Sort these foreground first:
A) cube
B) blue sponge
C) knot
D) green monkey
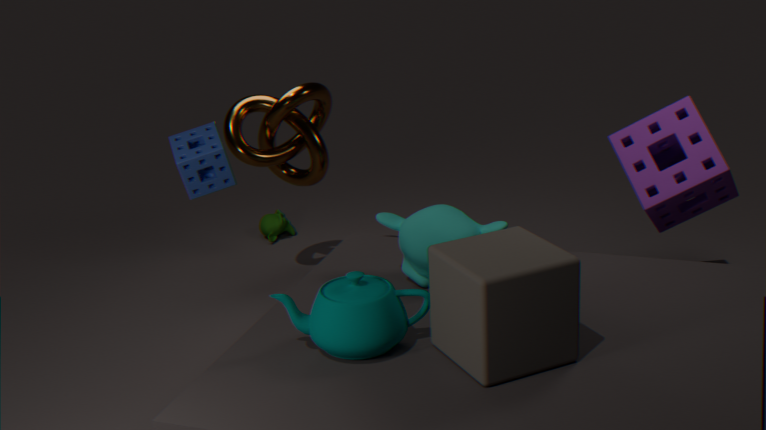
cube, blue sponge, knot, green monkey
